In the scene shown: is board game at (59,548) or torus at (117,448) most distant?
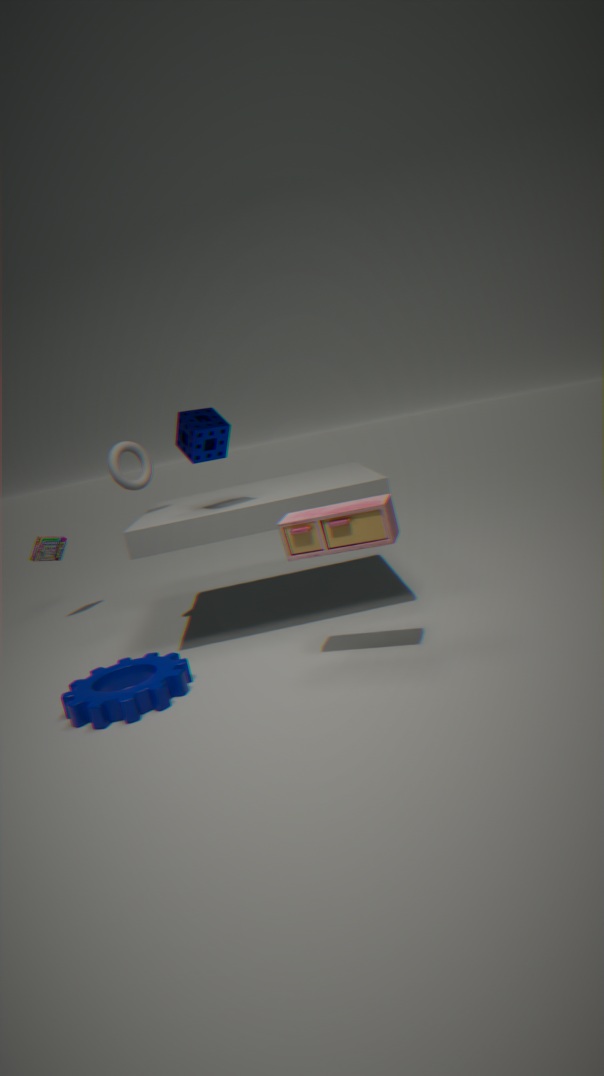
board game at (59,548)
